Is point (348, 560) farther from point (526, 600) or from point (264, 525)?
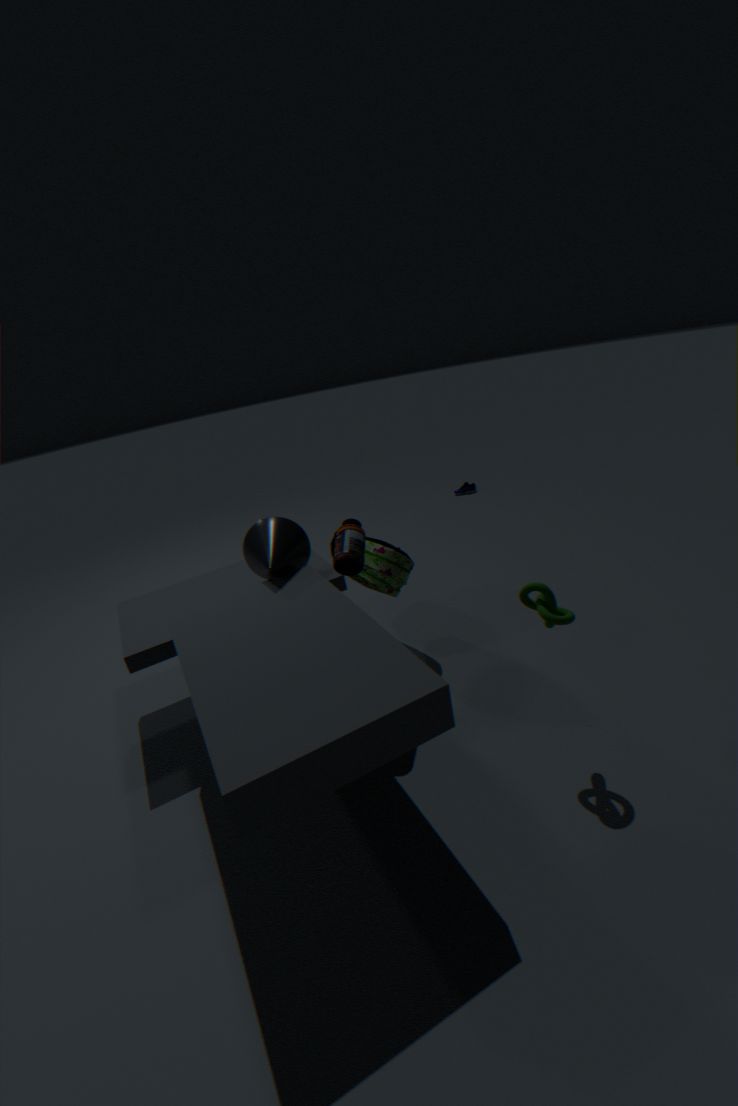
point (526, 600)
